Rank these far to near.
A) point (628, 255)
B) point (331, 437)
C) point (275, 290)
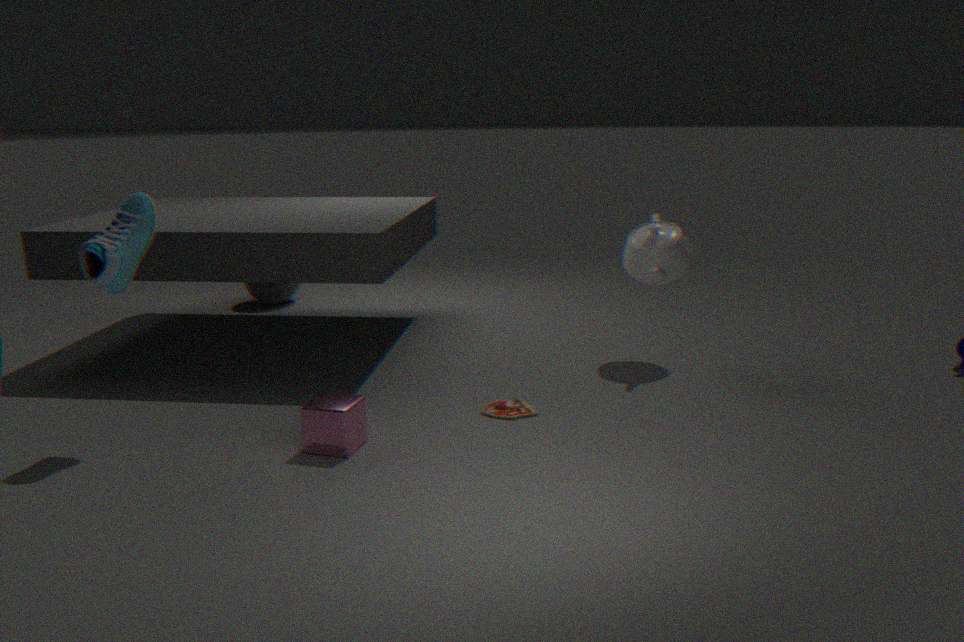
1. point (275, 290)
2. point (628, 255)
3. point (331, 437)
